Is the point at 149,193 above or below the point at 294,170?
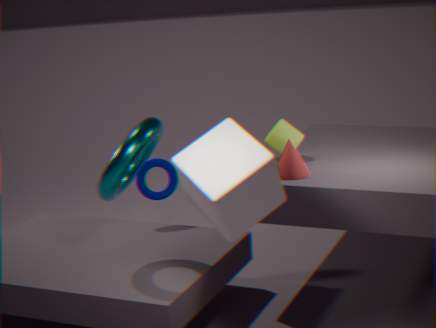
below
